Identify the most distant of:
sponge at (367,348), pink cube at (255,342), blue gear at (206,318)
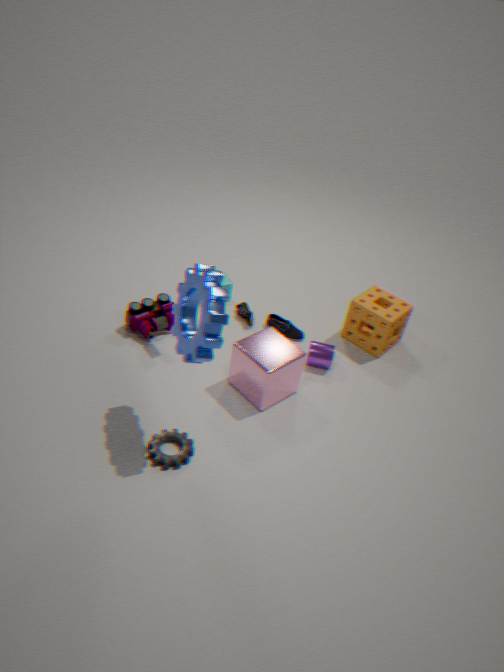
sponge at (367,348)
